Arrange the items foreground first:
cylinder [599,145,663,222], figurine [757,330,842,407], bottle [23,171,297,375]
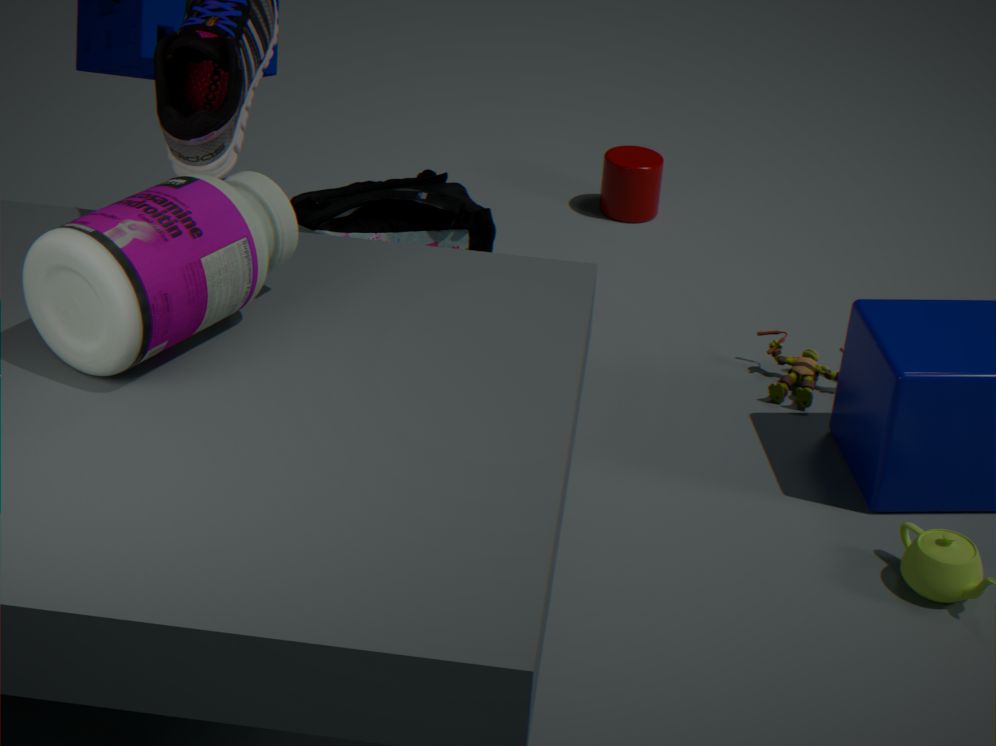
bottle [23,171,297,375], figurine [757,330,842,407], cylinder [599,145,663,222]
